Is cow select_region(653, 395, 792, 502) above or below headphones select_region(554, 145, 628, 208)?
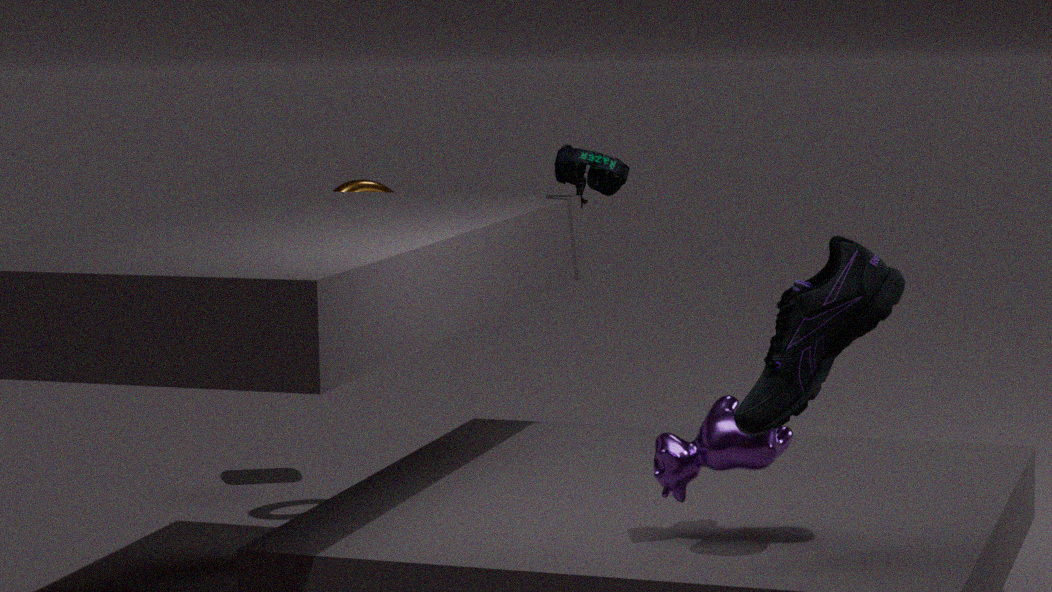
below
